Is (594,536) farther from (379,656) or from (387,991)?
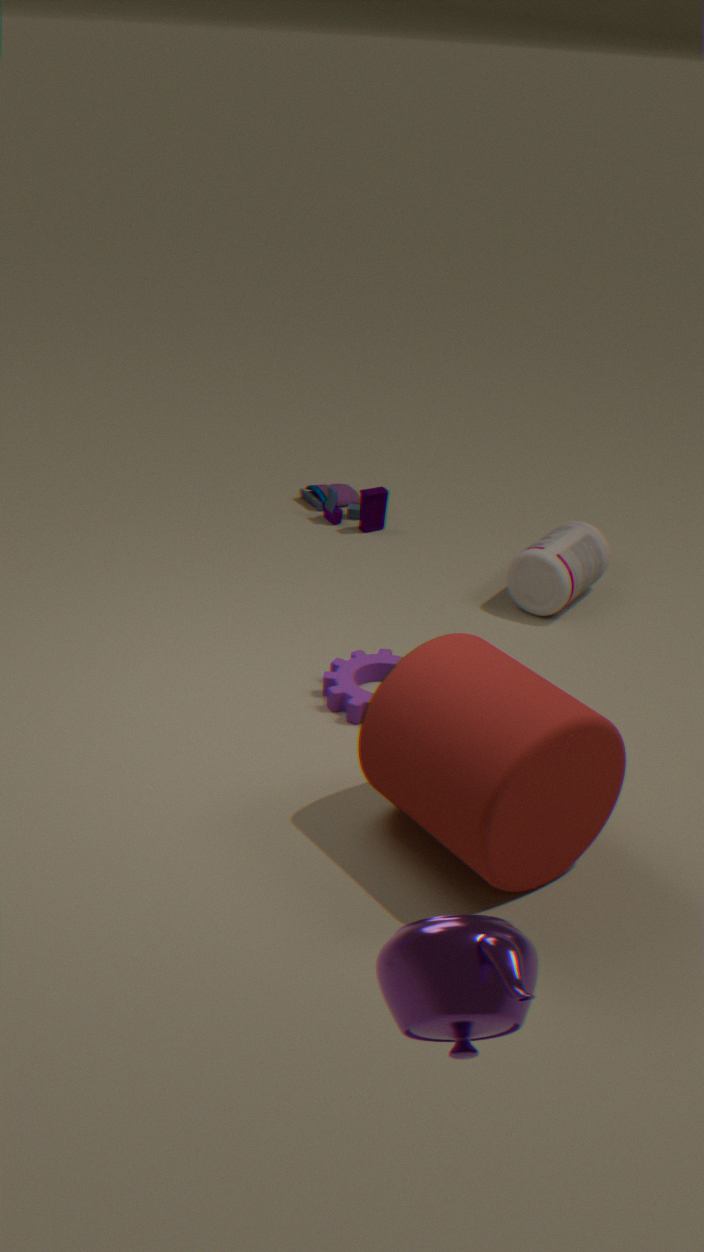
(387,991)
